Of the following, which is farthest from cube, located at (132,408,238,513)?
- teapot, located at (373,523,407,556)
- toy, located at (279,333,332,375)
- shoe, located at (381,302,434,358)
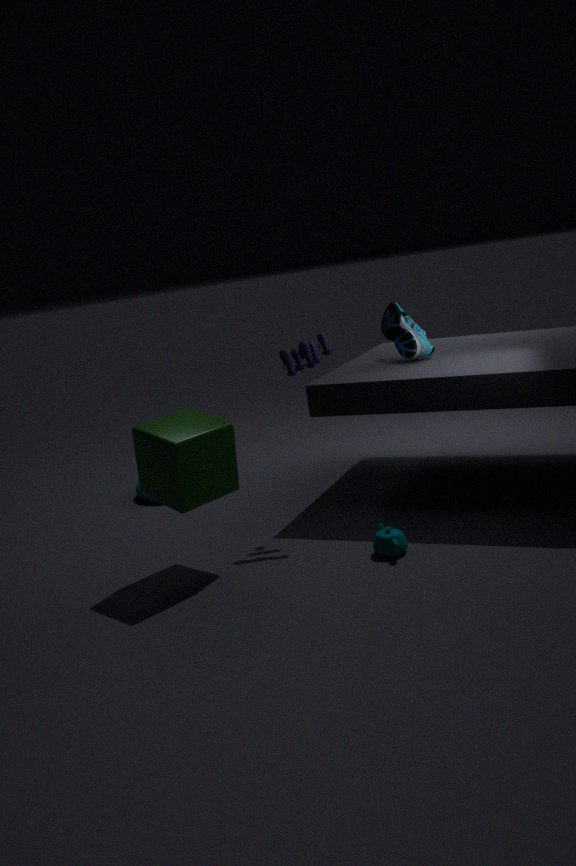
shoe, located at (381,302,434,358)
